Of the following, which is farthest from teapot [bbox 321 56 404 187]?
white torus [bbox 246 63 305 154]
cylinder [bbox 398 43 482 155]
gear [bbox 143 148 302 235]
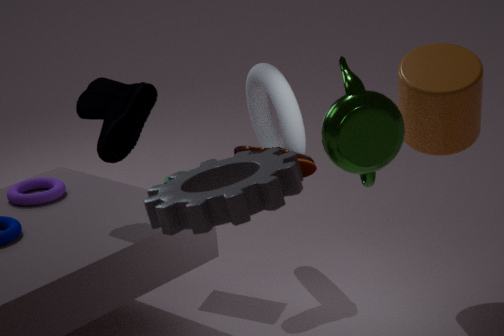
white torus [bbox 246 63 305 154]
